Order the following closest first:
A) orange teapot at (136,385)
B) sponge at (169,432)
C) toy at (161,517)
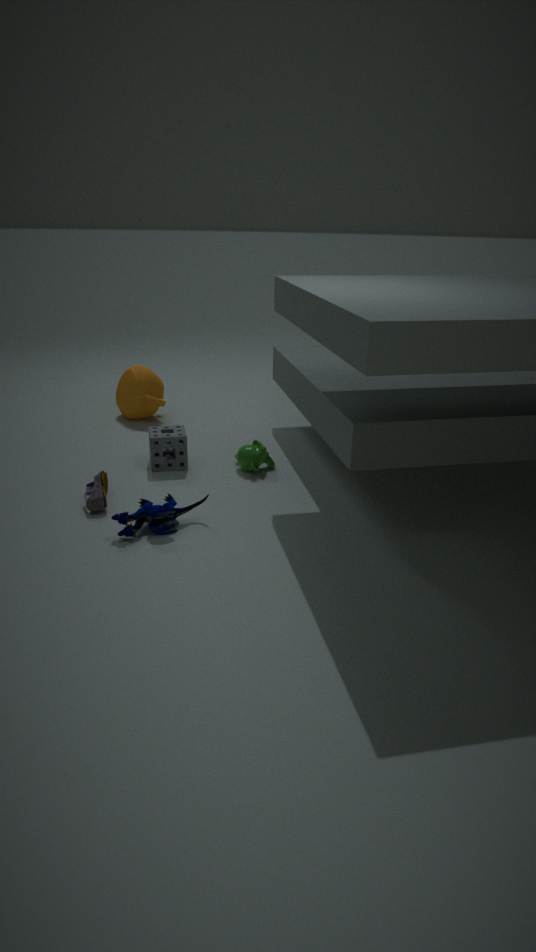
toy at (161,517) < sponge at (169,432) < orange teapot at (136,385)
